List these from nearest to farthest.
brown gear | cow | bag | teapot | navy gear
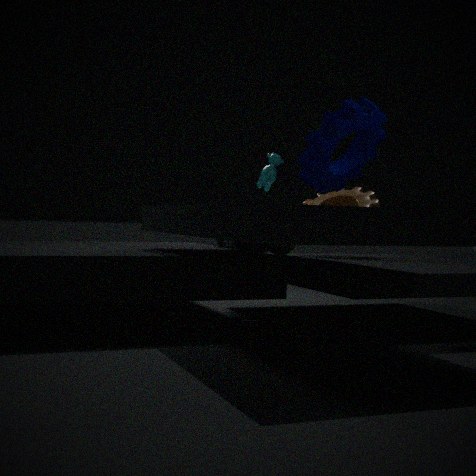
navy gear < bag < teapot < brown gear < cow
